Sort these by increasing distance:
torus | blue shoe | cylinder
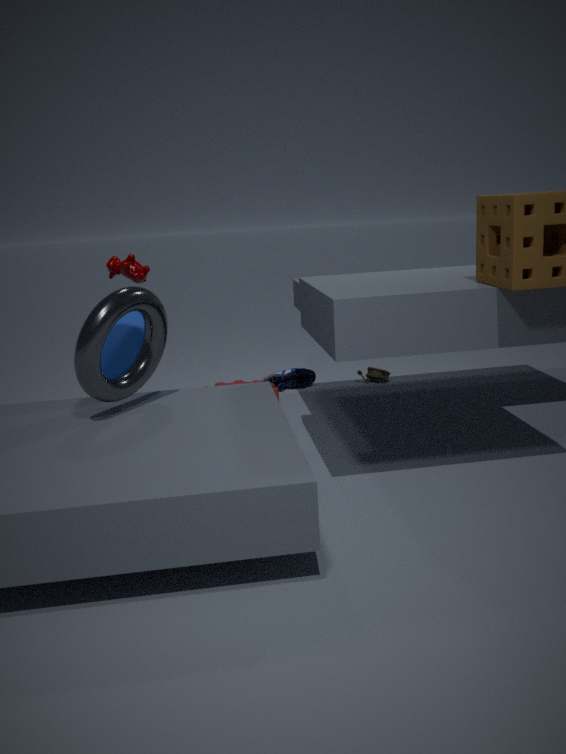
torus
cylinder
blue shoe
